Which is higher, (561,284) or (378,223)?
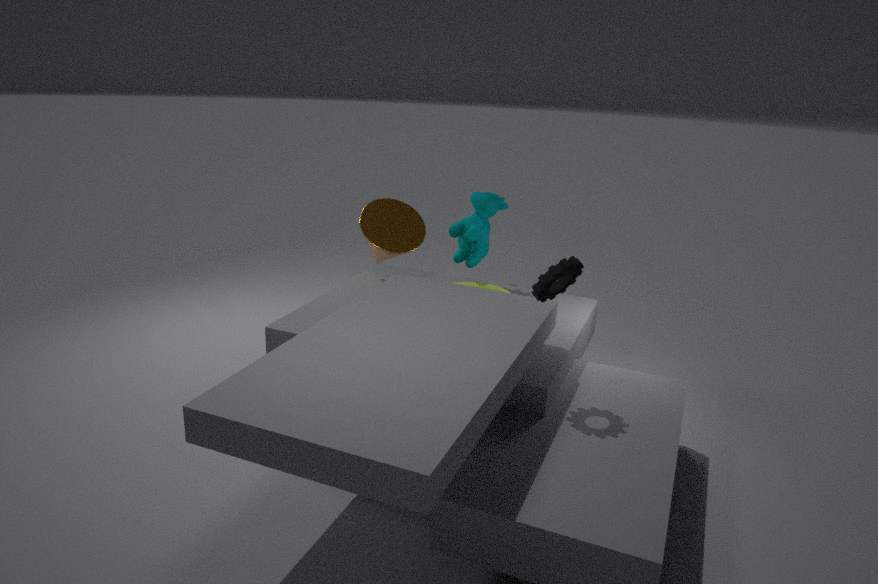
(561,284)
